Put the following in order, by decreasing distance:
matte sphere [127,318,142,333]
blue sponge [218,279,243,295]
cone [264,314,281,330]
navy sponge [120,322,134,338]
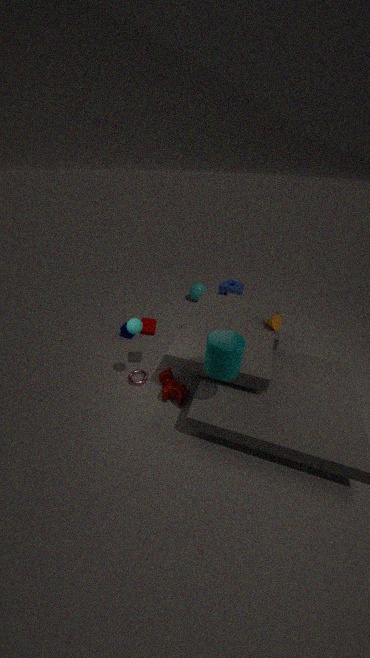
blue sponge [218,279,243,295] < navy sponge [120,322,134,338] < cone [264,314,281,330] < matte sphere [127,318,142,333]
